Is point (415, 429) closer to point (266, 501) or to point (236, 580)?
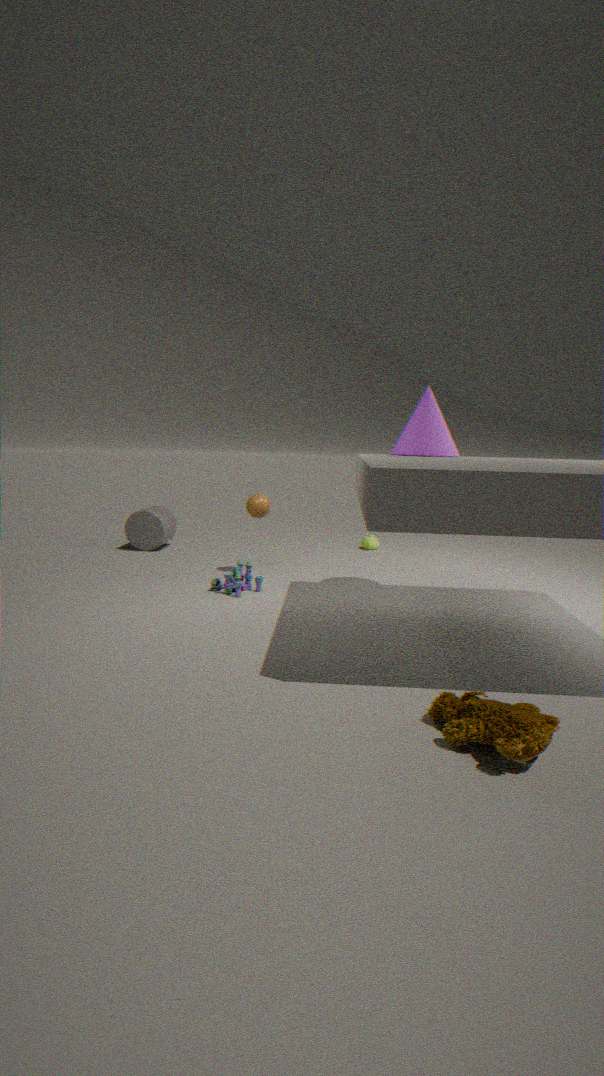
point (266, 501)
